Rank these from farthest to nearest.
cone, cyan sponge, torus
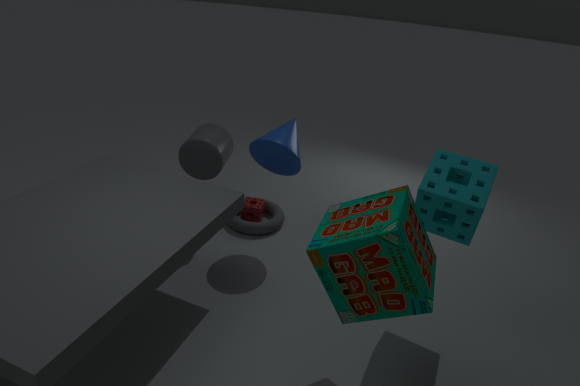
torus, cone, cyan sponge
